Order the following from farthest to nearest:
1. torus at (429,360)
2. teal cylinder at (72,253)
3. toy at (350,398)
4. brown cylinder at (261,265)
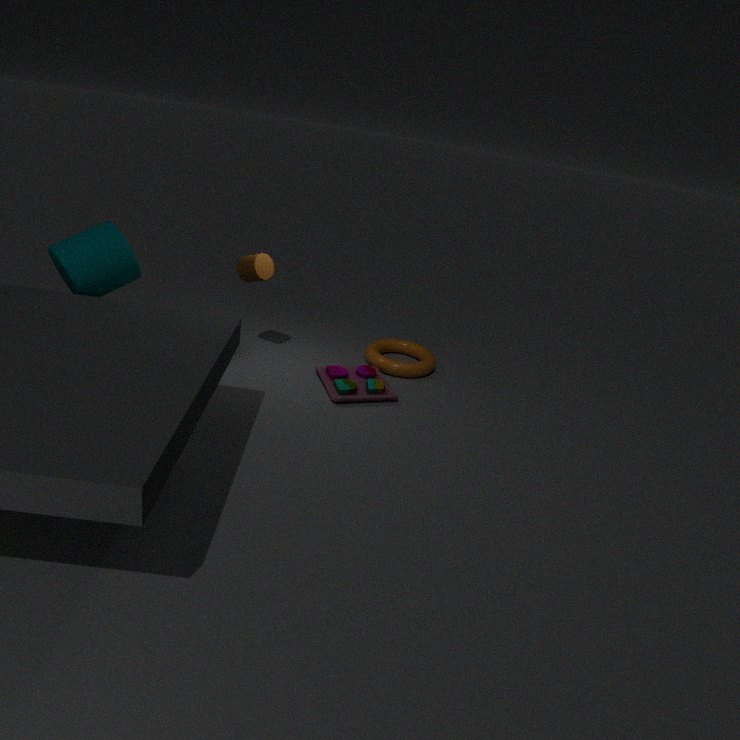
1. torus at (429,360)
2. brown cylinder at (261,265)
3. toy at (350,398)
4. teal cylinder at (72,253)
